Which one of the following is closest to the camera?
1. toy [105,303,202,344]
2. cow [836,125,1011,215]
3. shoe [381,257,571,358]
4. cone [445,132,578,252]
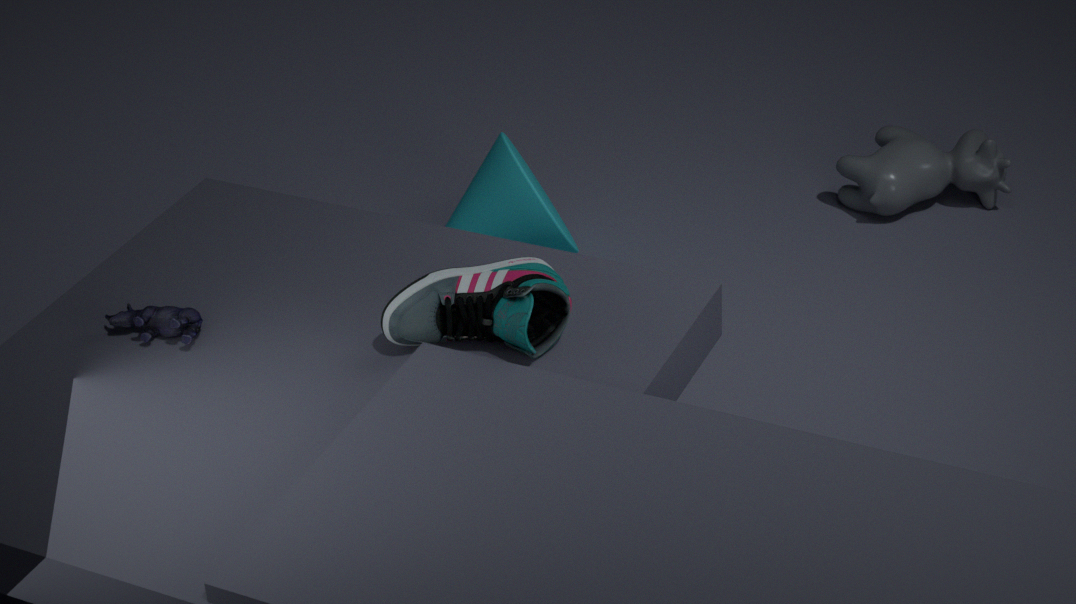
shoe [381,257,571,358]
